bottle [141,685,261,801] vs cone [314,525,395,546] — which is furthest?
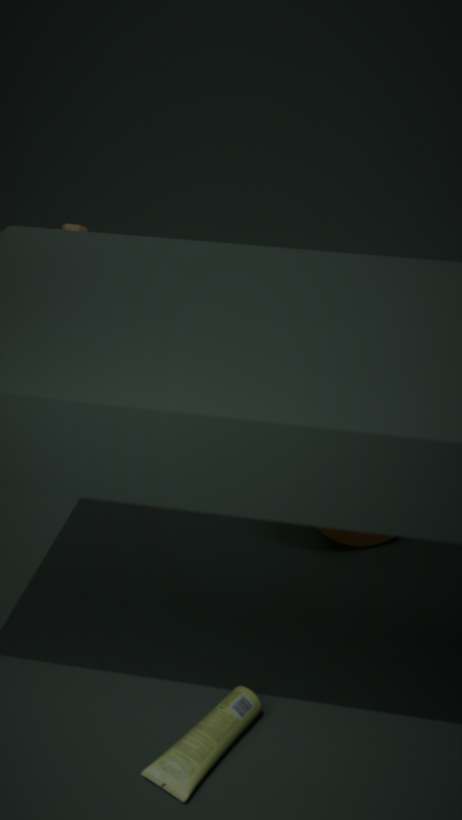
cone [314,525,395,546]
